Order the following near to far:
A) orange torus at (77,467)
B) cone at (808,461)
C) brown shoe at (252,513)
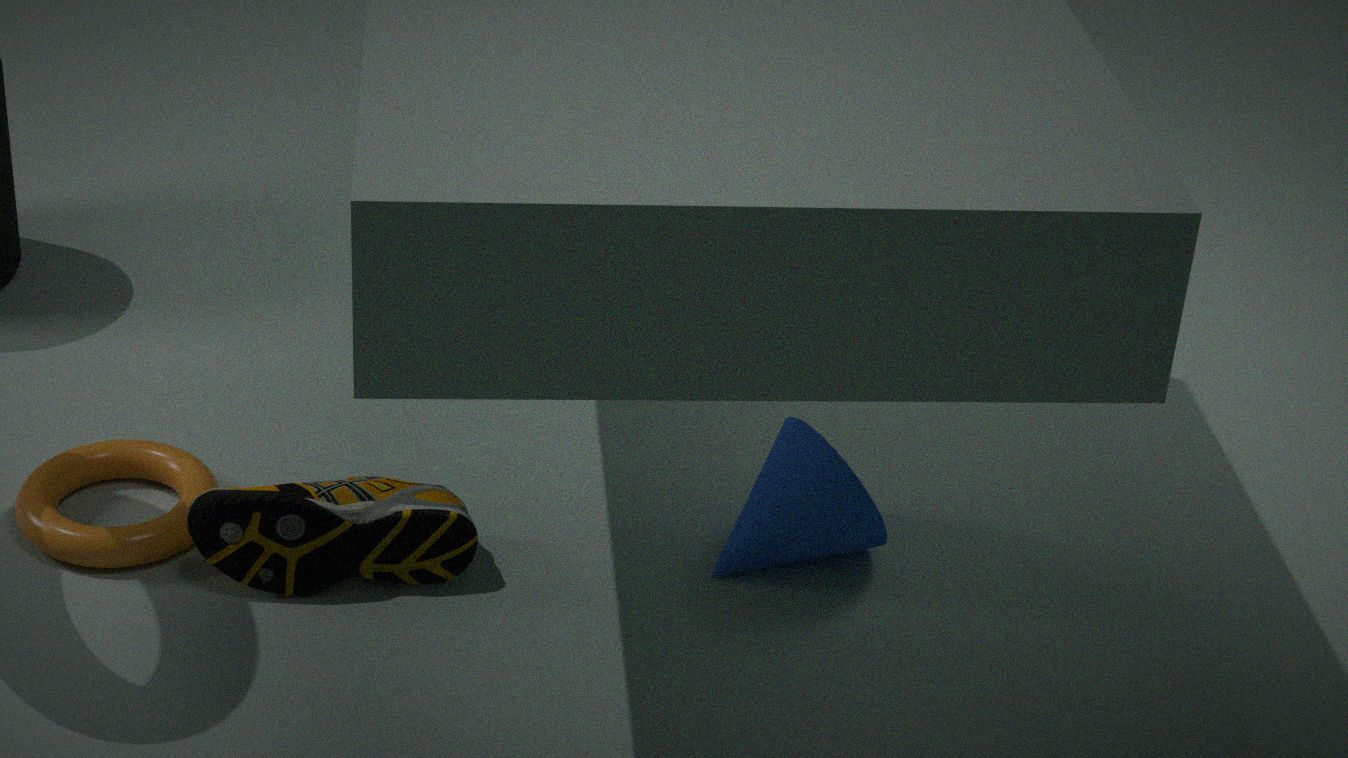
brown shoe at (252,513), orange torus at (77,467), cone at (808,461)
